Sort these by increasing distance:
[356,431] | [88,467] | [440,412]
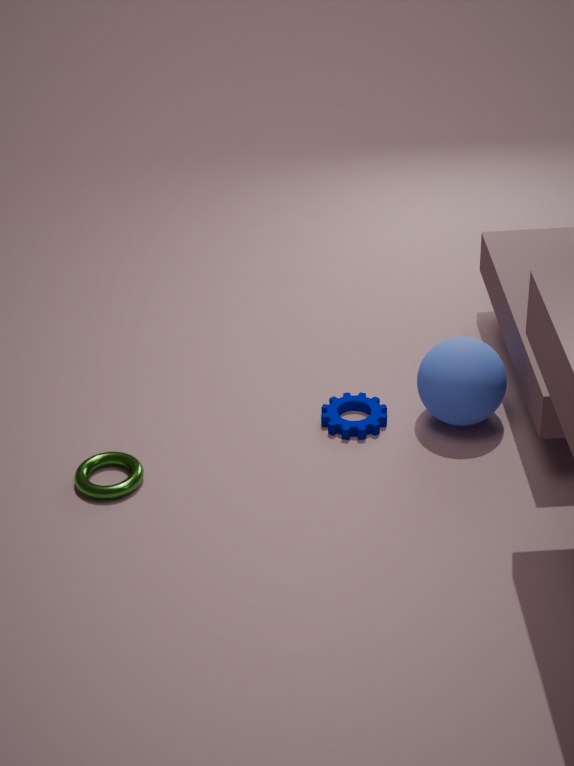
[88,467], [440,412], [356,431]
